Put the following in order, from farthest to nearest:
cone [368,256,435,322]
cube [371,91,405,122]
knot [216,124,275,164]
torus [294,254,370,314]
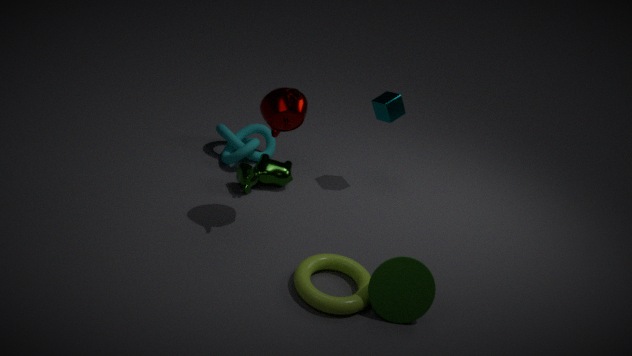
knot [216,124,275,164] → cube [371,91,405,122] → cone [368,256,435,322] → torus [294,254,370,314]
